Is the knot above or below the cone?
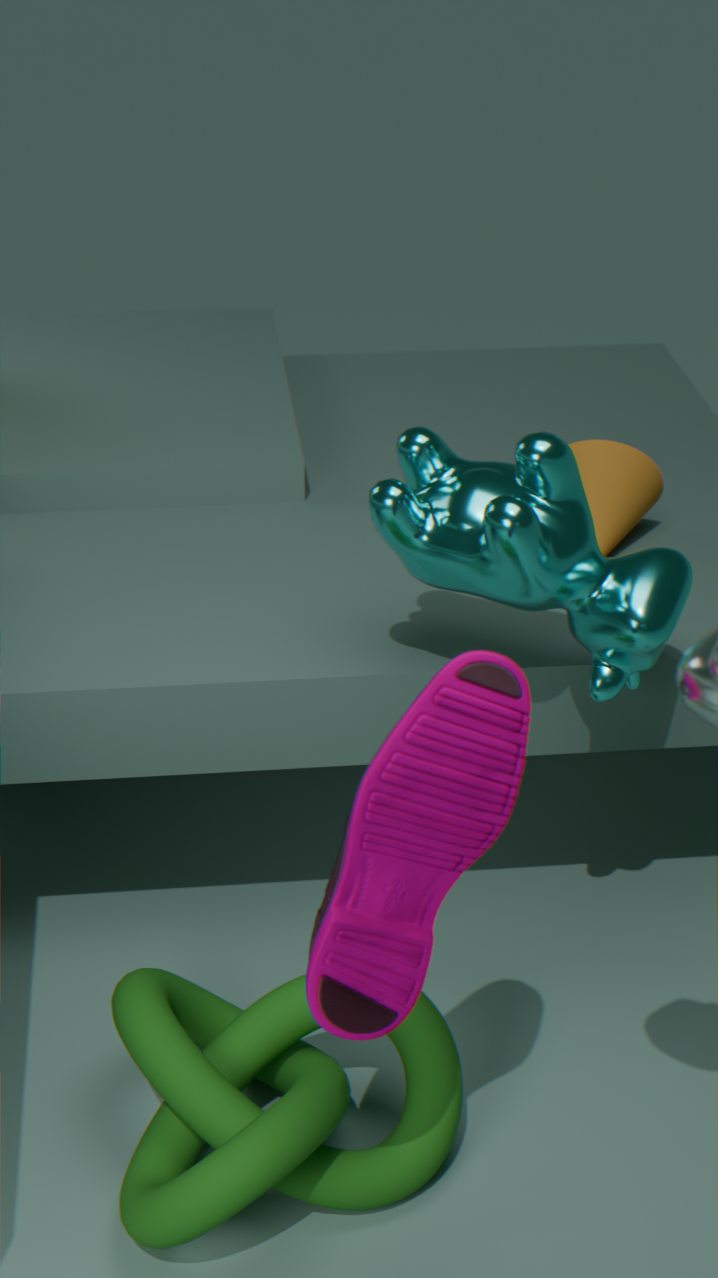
below
